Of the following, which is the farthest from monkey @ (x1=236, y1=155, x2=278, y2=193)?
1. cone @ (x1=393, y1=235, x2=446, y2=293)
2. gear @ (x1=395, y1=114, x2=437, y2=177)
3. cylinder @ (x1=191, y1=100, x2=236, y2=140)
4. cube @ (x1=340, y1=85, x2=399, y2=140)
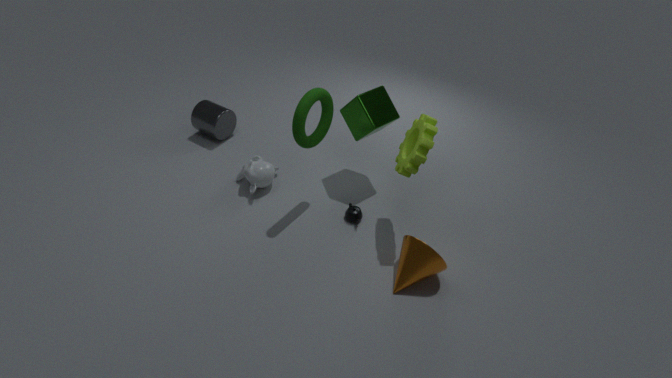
cone @ (x1=393, y1=235, x2=446, y2=293)
